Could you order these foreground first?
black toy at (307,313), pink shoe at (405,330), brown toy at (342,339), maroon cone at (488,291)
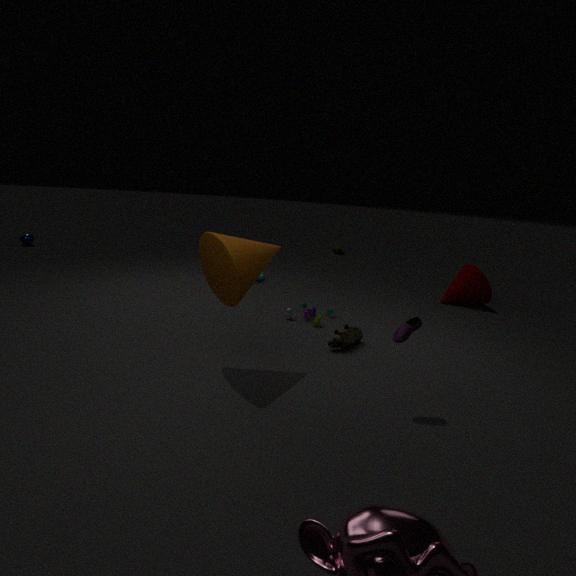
pink shoe at (405,330)
brown toy at (342,339)
black toy at (307,313)
maroon cone at (488,291)
